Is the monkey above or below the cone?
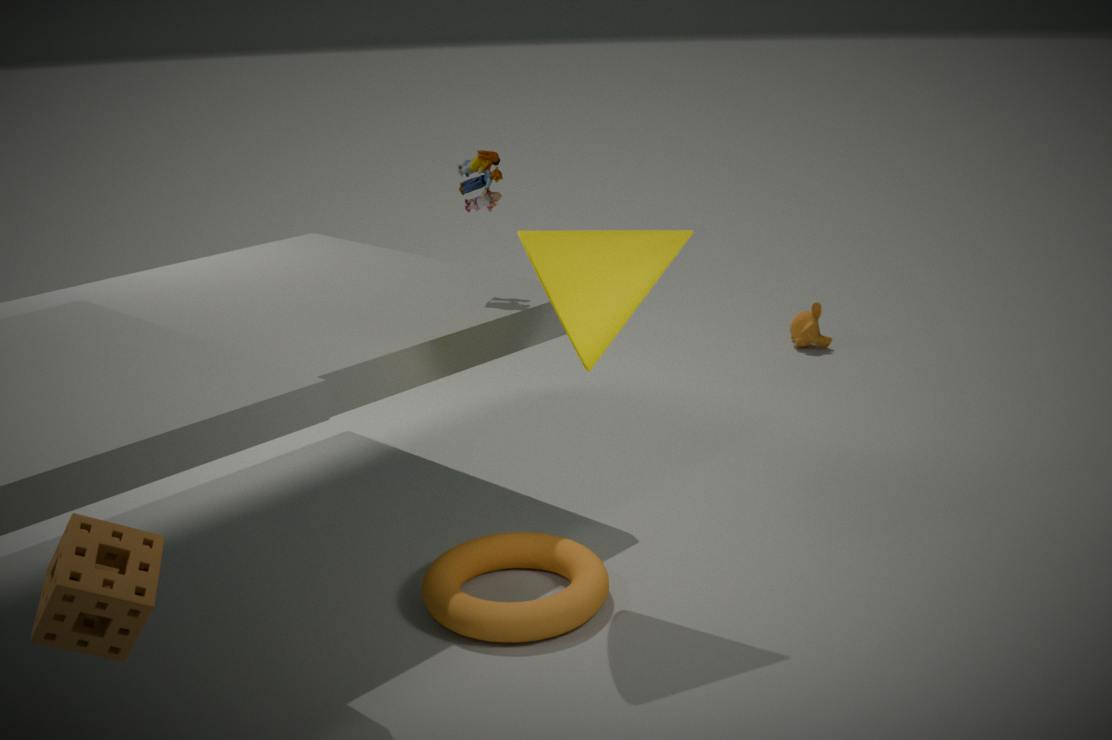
below
